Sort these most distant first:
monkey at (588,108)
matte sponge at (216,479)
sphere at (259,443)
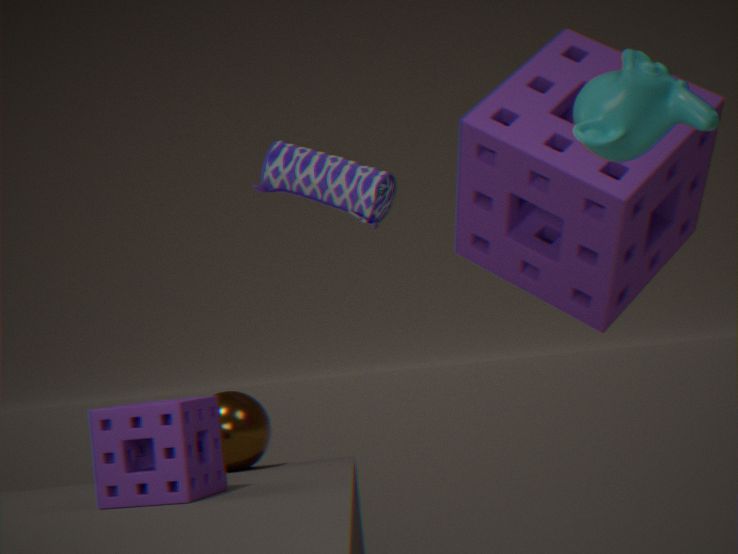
sphere at (259,443), matte sponge at (216,479), monkey at (588,108)
